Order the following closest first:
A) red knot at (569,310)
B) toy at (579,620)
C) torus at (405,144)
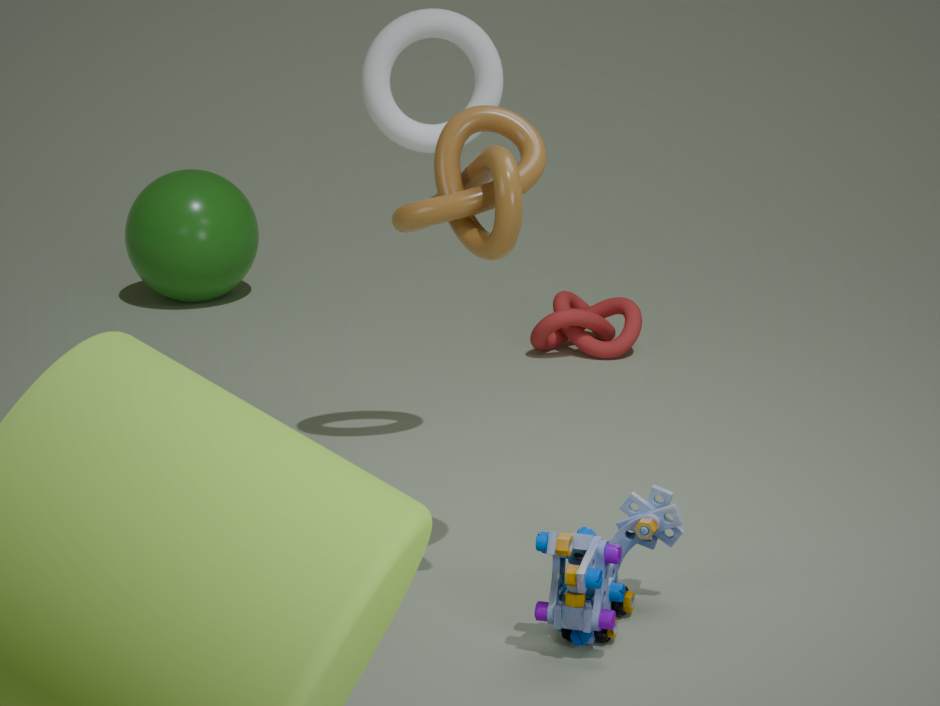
toy at (579,620), torus at (405,144), red knot at (569,310)
